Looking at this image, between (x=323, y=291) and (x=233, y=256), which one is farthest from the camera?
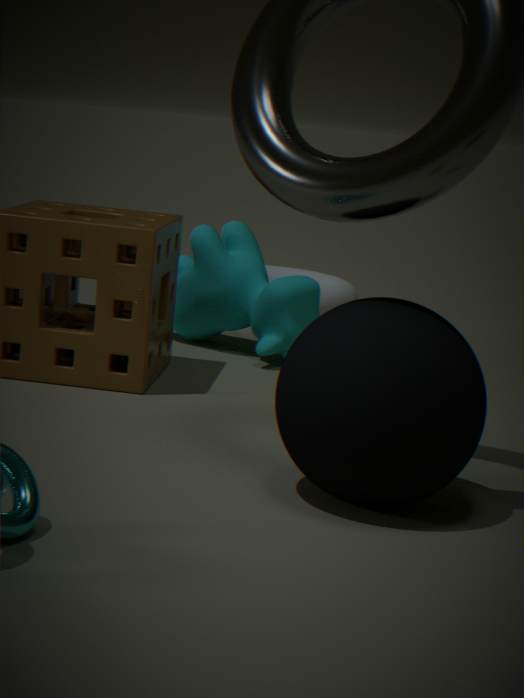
(x=323, y=291)
